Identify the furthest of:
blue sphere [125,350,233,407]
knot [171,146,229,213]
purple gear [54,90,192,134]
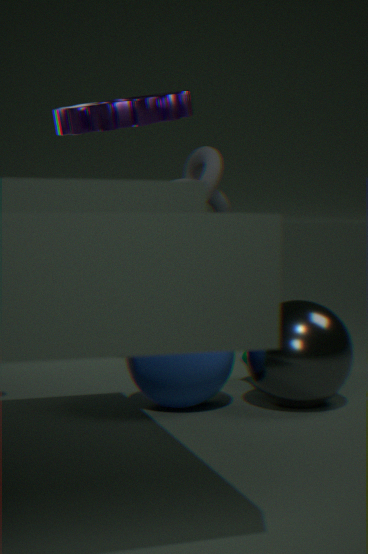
knot [171,146,229,213]
